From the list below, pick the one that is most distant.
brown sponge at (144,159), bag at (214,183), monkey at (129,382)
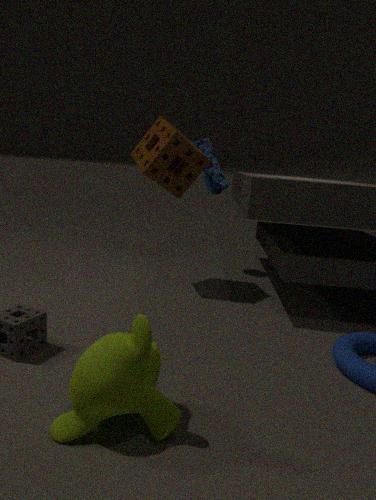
bag at (214,183)
